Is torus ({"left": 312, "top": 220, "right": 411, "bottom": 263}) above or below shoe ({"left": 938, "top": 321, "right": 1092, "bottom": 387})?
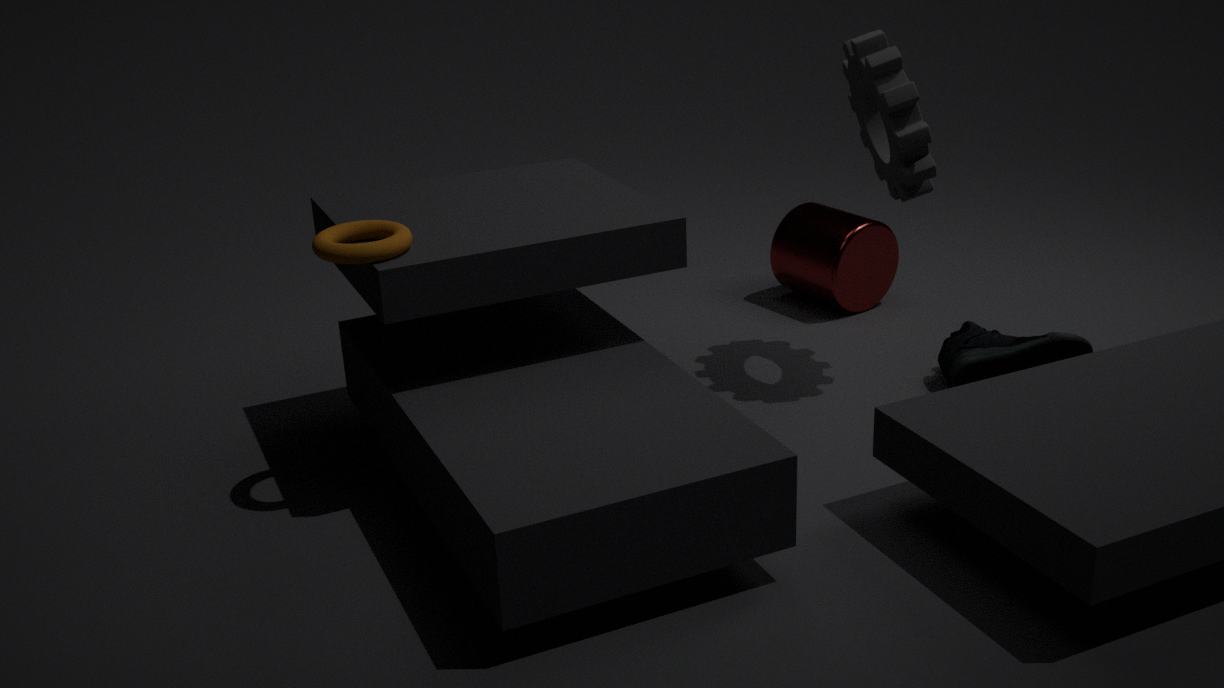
above
